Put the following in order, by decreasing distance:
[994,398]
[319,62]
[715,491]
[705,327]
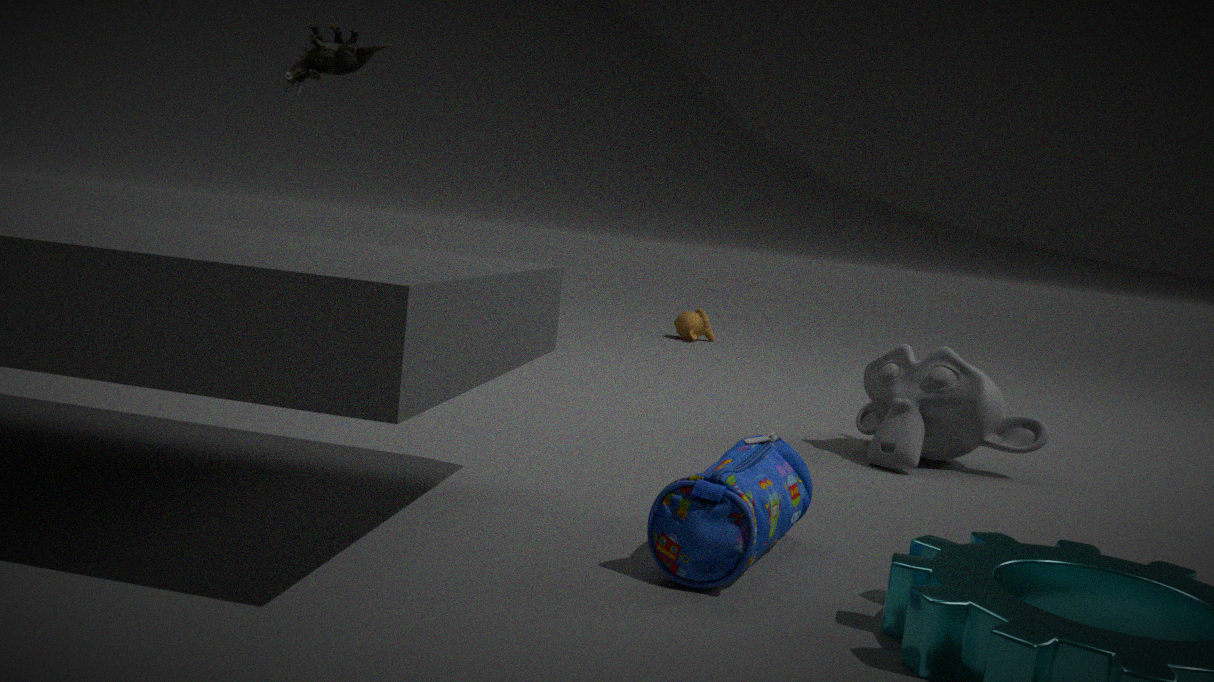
[705,327]
[319,62]
[994,398]
[715,491]
